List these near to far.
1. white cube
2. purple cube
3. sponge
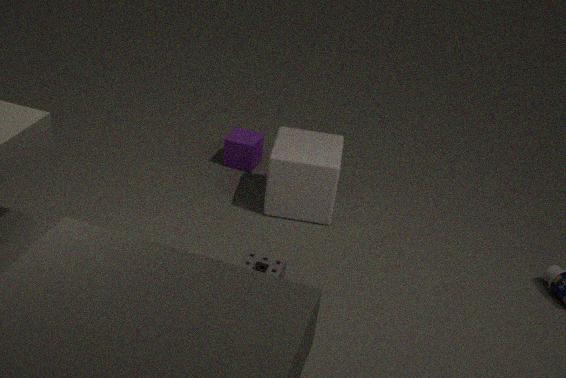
1. sponge
2. white cube
3. purple cube
